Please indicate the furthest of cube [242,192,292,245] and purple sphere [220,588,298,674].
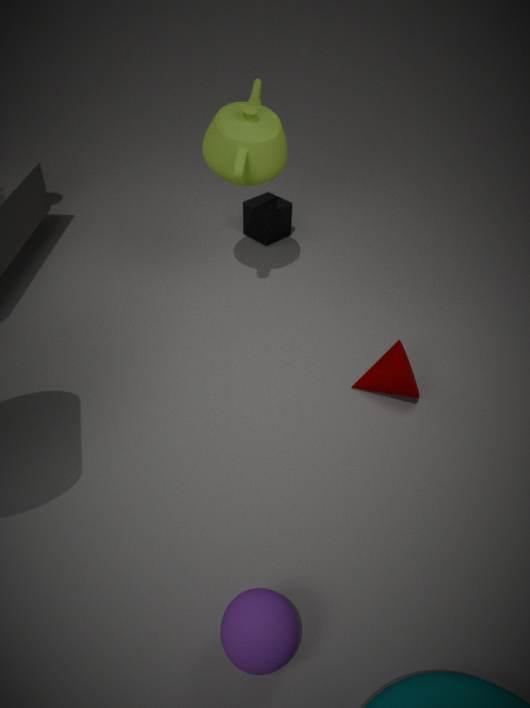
cube [242,192,292,245]
